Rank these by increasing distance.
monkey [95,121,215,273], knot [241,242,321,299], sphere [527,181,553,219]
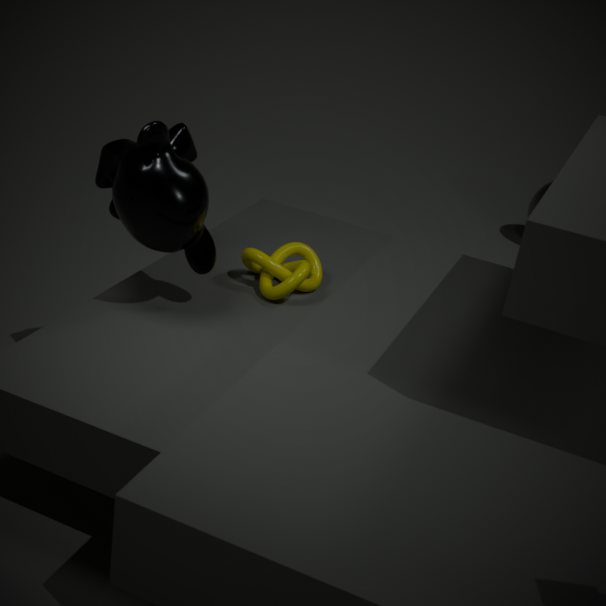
monkey [95,121,215,273] → knot [241,242,321,299] → sphere [527,181,553,219]
